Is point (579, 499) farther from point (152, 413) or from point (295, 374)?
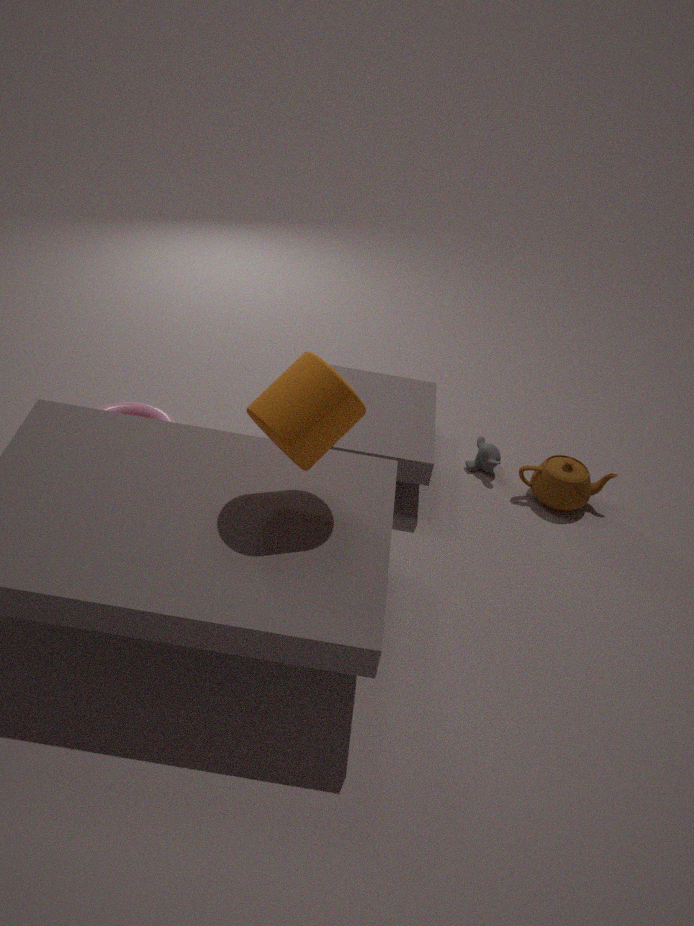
point (152, 413)
